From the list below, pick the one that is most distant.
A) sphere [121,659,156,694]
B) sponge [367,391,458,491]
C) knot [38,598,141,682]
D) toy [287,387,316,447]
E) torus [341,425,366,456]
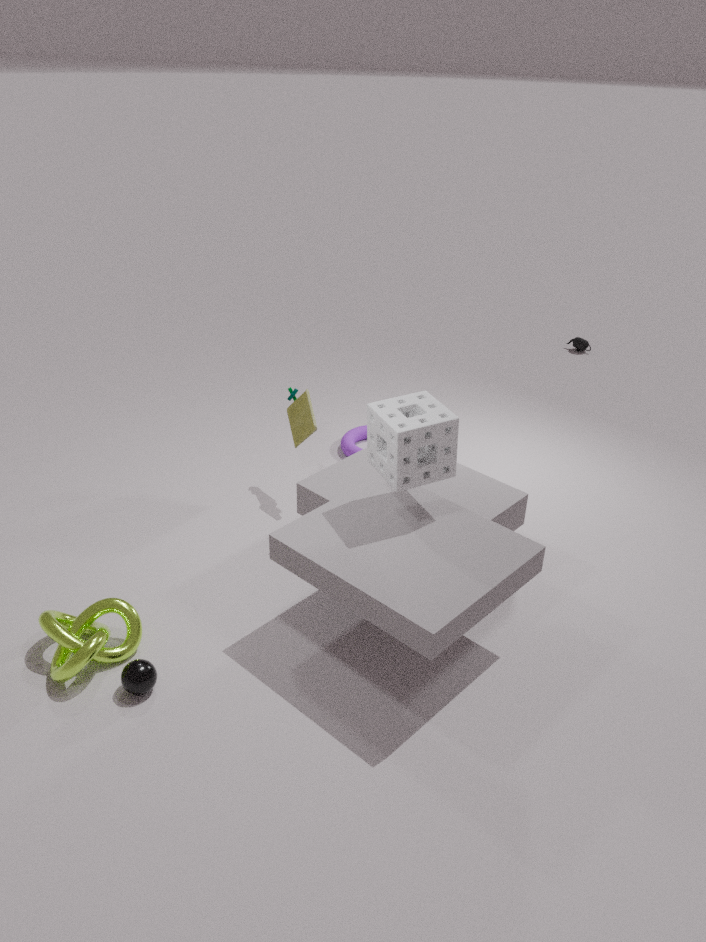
torus [341,425,366,456]
